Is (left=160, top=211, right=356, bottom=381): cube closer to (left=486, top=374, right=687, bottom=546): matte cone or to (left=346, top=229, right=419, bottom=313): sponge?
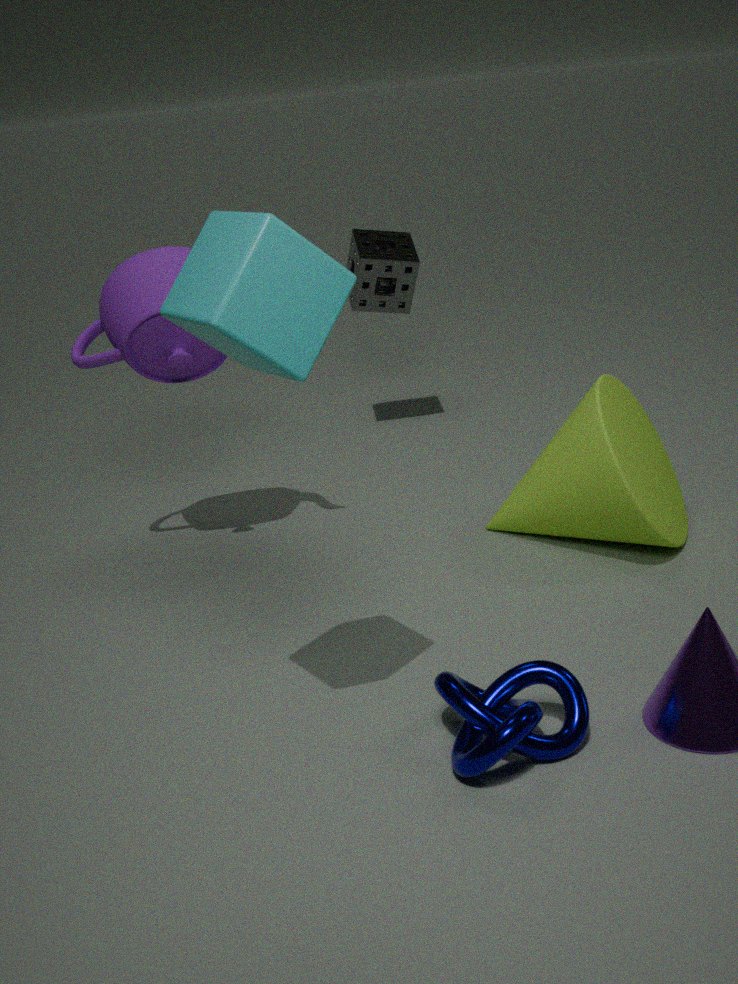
(left=486, top=374, right=687, bottom=546): matte cone
